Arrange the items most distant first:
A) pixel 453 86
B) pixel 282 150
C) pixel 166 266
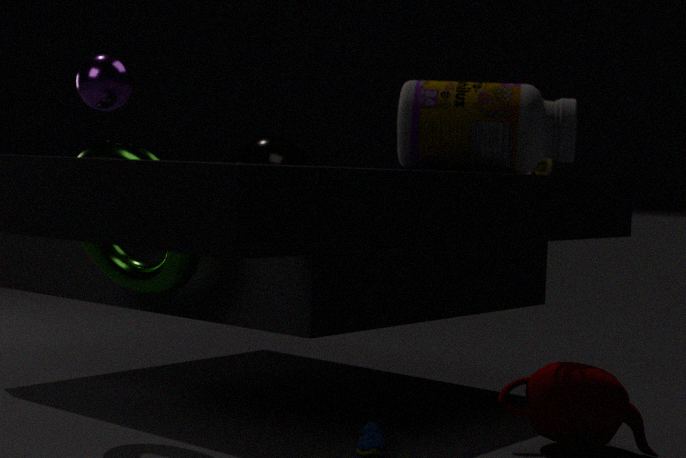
pixel 282 150
pixel 166 266
pixel 453 86
